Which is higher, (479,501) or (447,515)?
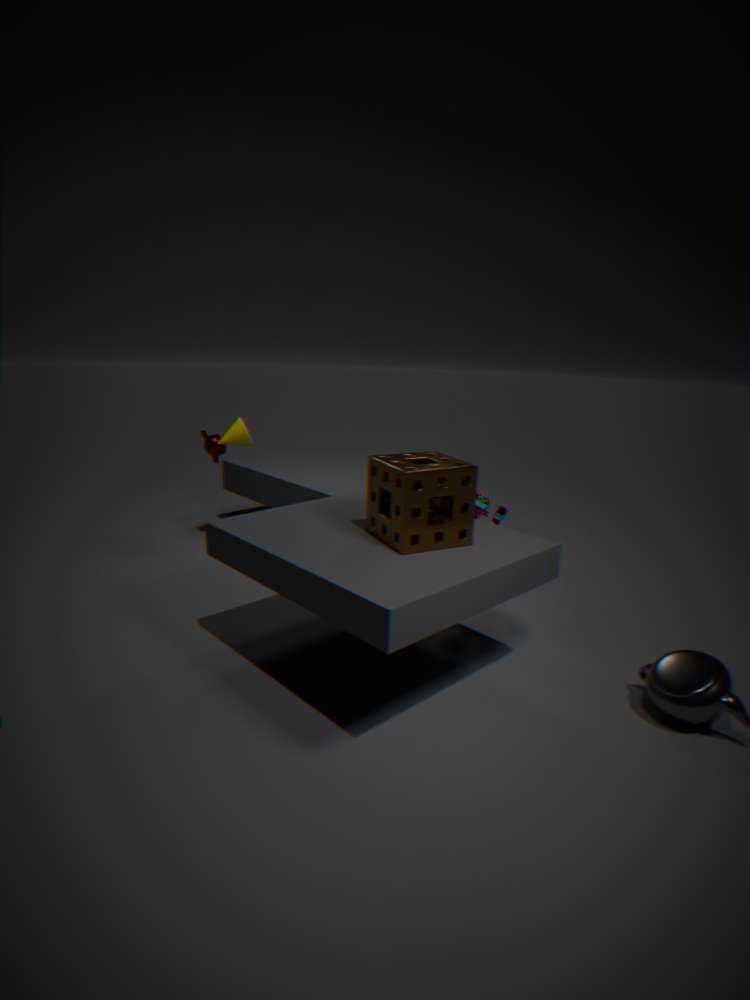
(447,515)
